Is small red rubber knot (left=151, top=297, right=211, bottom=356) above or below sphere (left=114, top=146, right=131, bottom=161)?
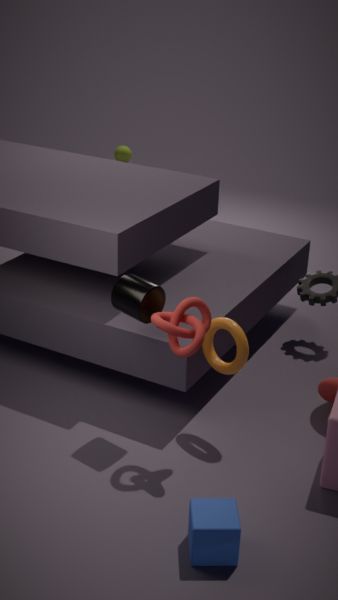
above
